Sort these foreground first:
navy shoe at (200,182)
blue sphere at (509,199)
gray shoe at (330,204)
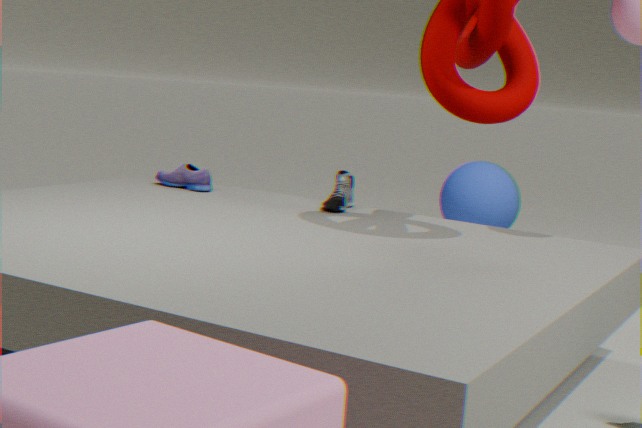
gray shoe at (330,204) → navy shoe at (200,182) → blue sphere at (509,199)
